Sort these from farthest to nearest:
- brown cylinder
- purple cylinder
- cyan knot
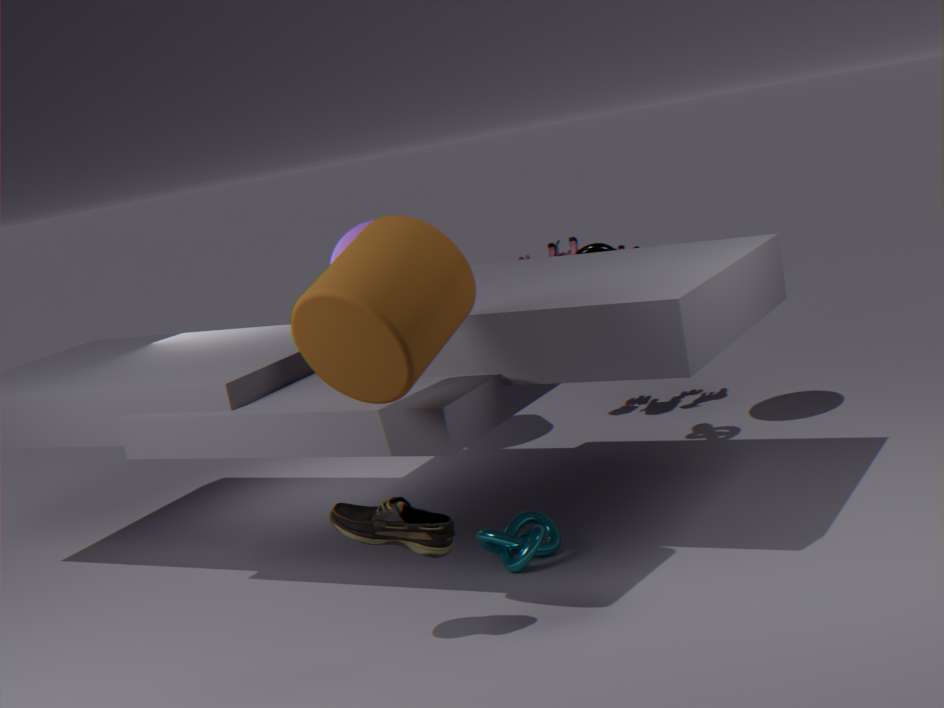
1. purple cylinder
2. cyan knot
3. brown cylinder
